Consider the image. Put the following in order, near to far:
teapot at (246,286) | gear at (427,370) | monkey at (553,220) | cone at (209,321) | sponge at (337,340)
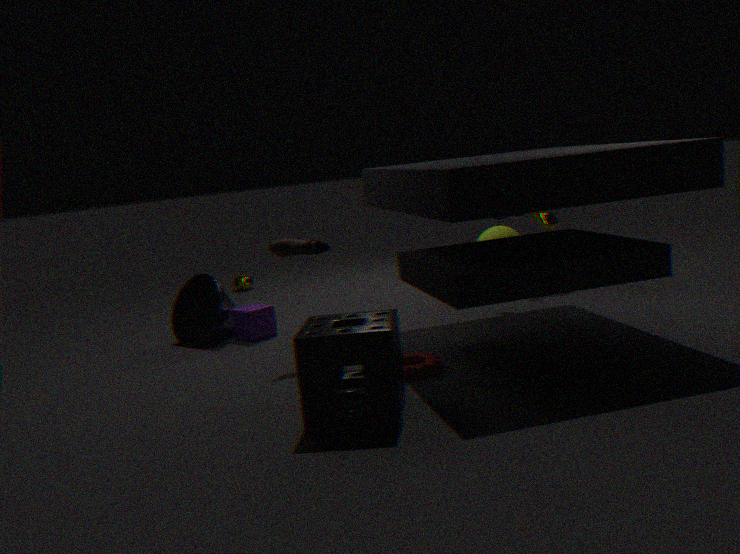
sponge at (337,340) < gear at (427,370) < cone at (209,321) < monkey at (553,220) < teapot at (246,286)
